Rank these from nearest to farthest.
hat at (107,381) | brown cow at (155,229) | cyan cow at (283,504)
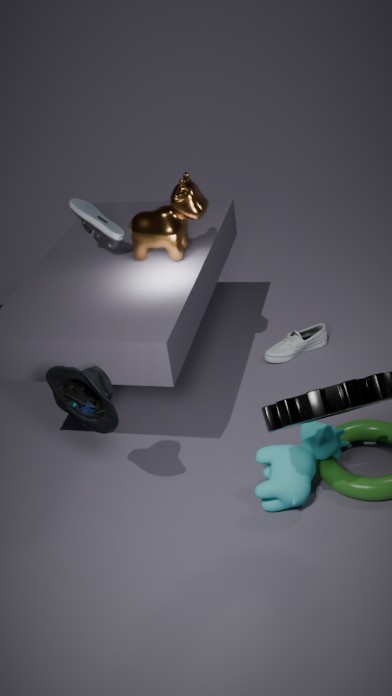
1. hat at (107,381)
2. cyan cow at (283,504)
3. brown cow at (155,229)
